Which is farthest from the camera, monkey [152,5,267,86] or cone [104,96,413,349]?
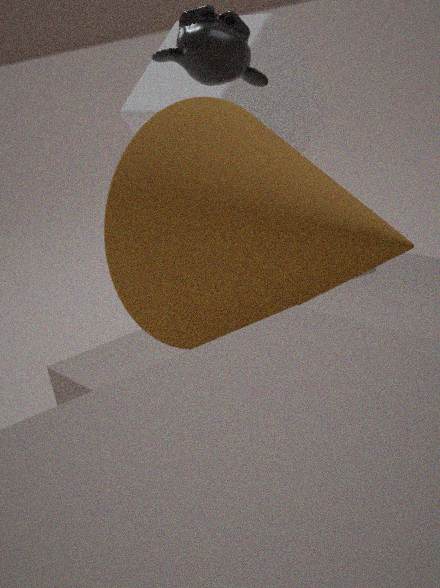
monkey [152,5,267,86]
